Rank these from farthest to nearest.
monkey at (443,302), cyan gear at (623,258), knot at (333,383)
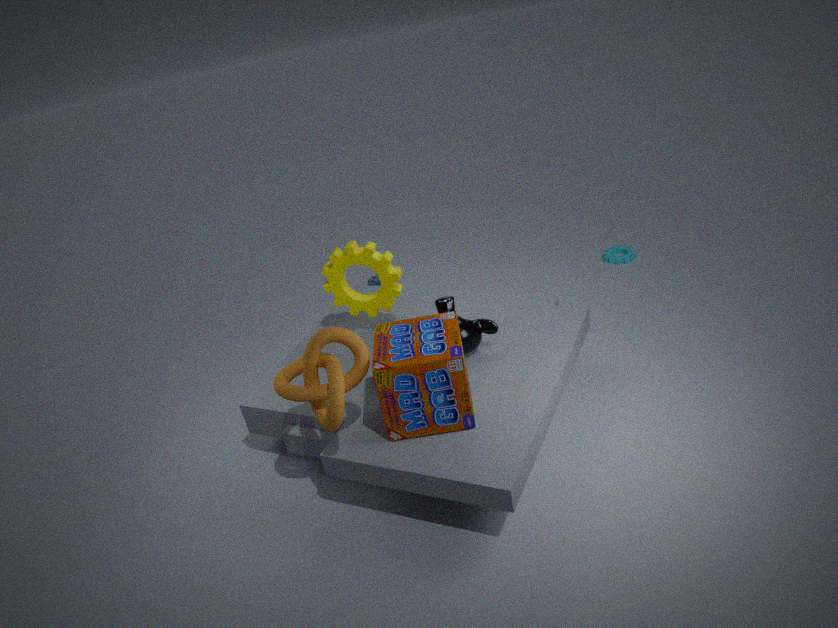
cyan gear at (623,258), monkey at (443,302), knot at (333,383)
